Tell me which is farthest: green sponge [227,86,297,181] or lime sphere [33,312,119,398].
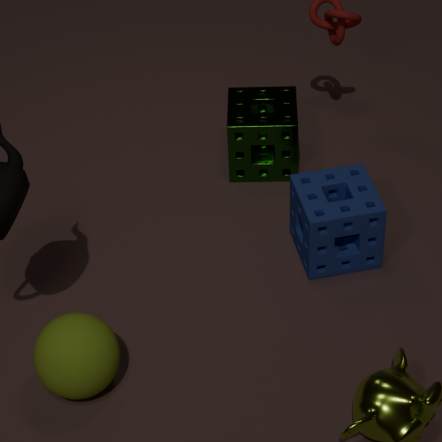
green sponge [227,86,297,181]
